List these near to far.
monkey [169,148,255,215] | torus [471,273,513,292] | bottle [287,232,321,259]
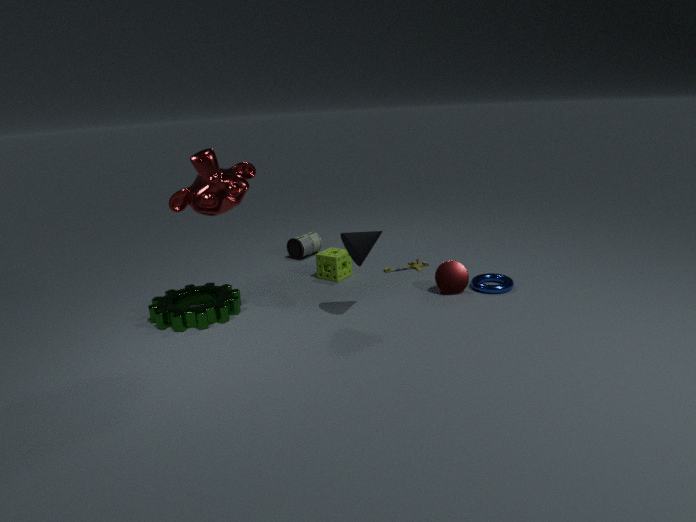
monkey [169,148,255,215], torus [471,273,513,292], bottle [287,232,321,259]
